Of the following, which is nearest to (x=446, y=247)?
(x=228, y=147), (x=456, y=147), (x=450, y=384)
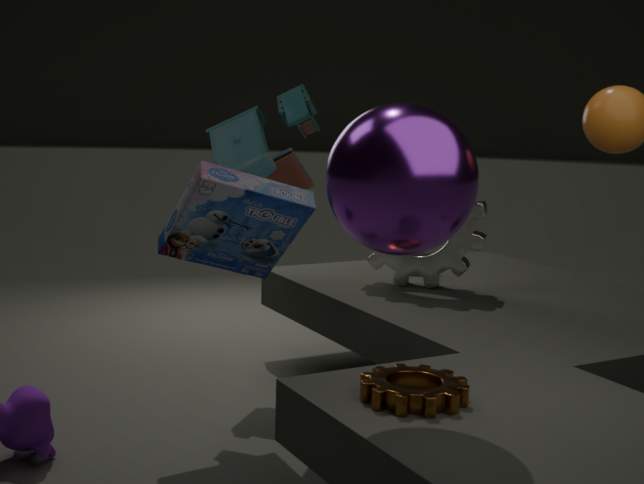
(x=228, y=147)
